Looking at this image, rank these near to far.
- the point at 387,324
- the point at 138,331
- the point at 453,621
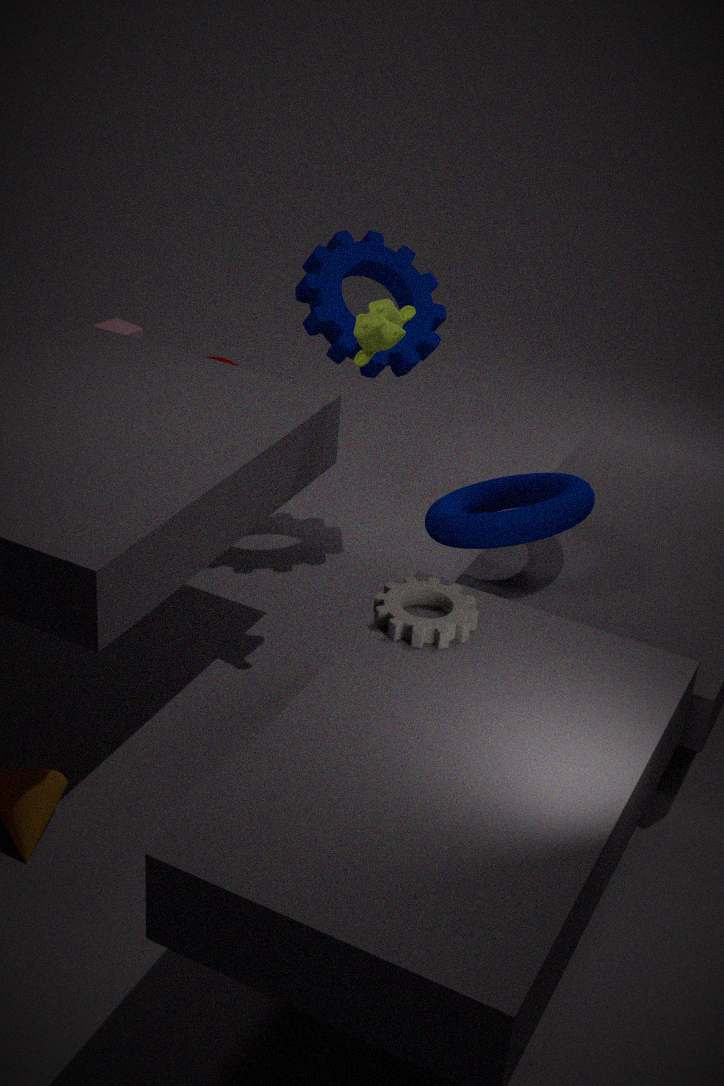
the point at 453,621
the point at 387,324
the point at 138,331
